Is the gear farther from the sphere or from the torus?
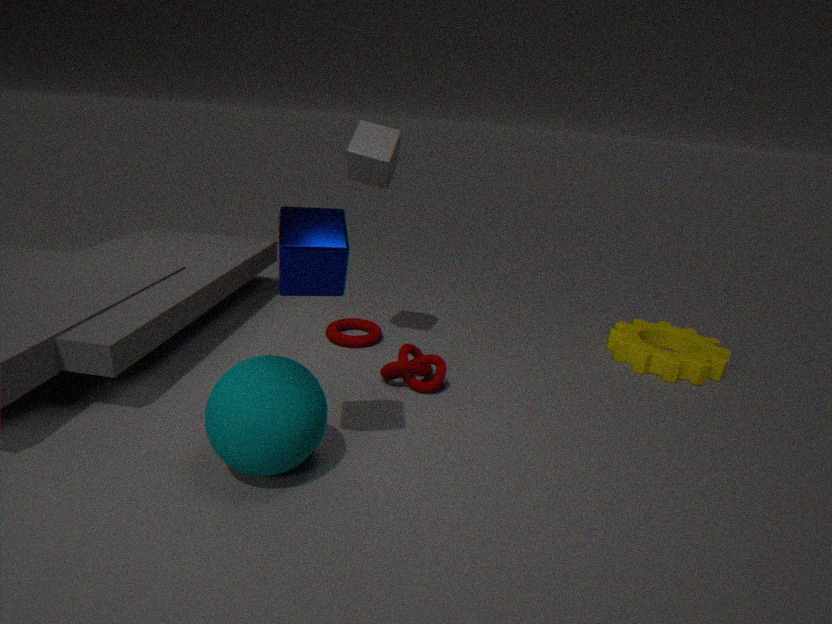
the sphere
